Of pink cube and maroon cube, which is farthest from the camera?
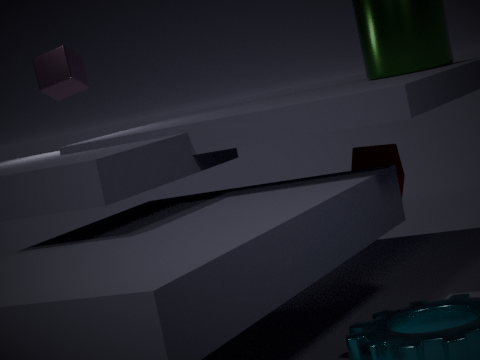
pink cube
